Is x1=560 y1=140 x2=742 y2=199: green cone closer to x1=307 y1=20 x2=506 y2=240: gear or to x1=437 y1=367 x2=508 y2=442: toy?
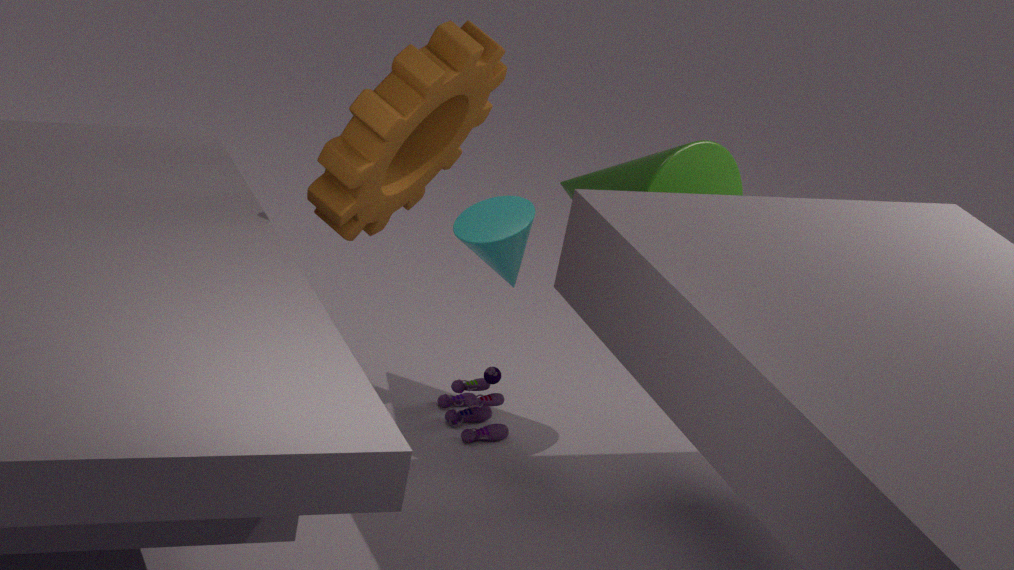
x1=307 y1=20 x2=506 y2=240: gear
